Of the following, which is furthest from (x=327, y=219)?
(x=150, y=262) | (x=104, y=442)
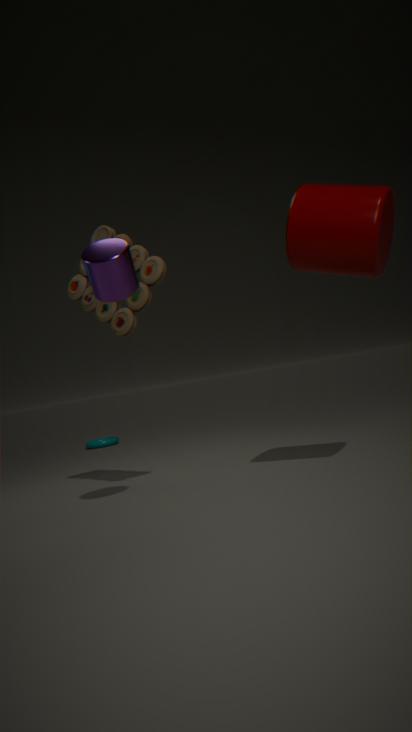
(x=104, y=442)
